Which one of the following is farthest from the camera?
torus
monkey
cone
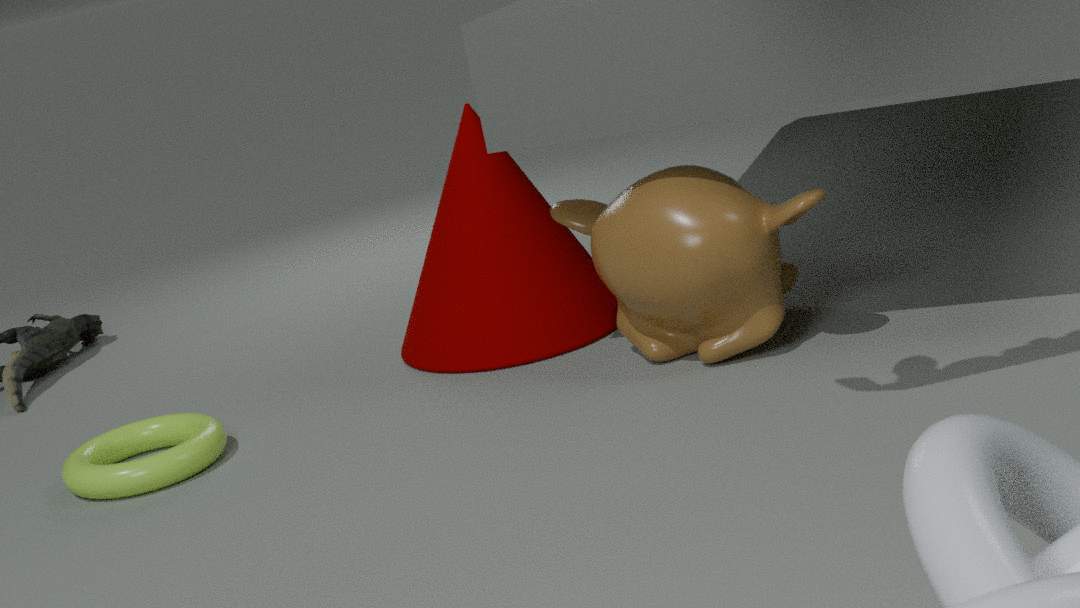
cone
